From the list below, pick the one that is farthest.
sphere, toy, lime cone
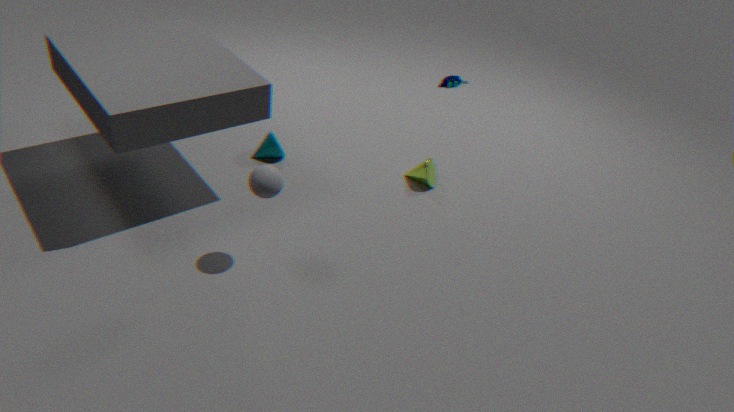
toy
